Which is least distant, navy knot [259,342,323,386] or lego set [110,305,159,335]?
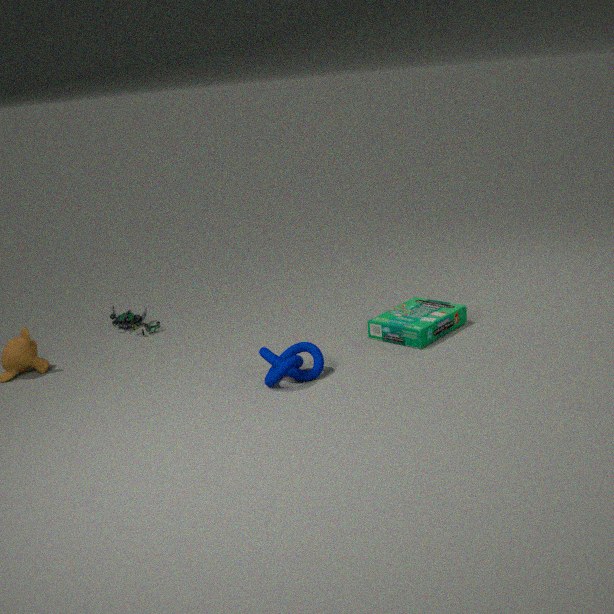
navy knot [259,342,323,386]
